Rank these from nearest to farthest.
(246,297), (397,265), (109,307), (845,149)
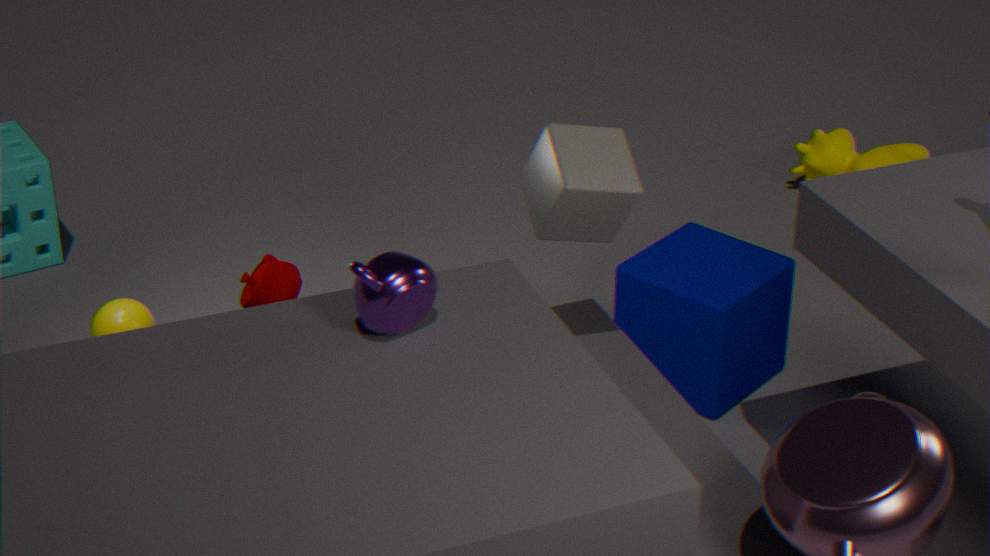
(397,265), (246,297), (109,307), (845,149)
